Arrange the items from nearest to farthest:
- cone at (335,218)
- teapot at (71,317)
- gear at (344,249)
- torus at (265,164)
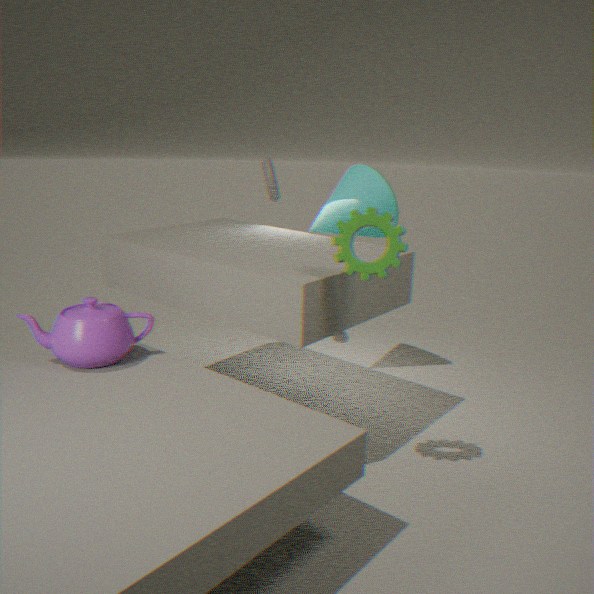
1. gear at (344,249)
2. teapot at (71,317)
3. cone at (335,218)
4. torus at (265,164)
